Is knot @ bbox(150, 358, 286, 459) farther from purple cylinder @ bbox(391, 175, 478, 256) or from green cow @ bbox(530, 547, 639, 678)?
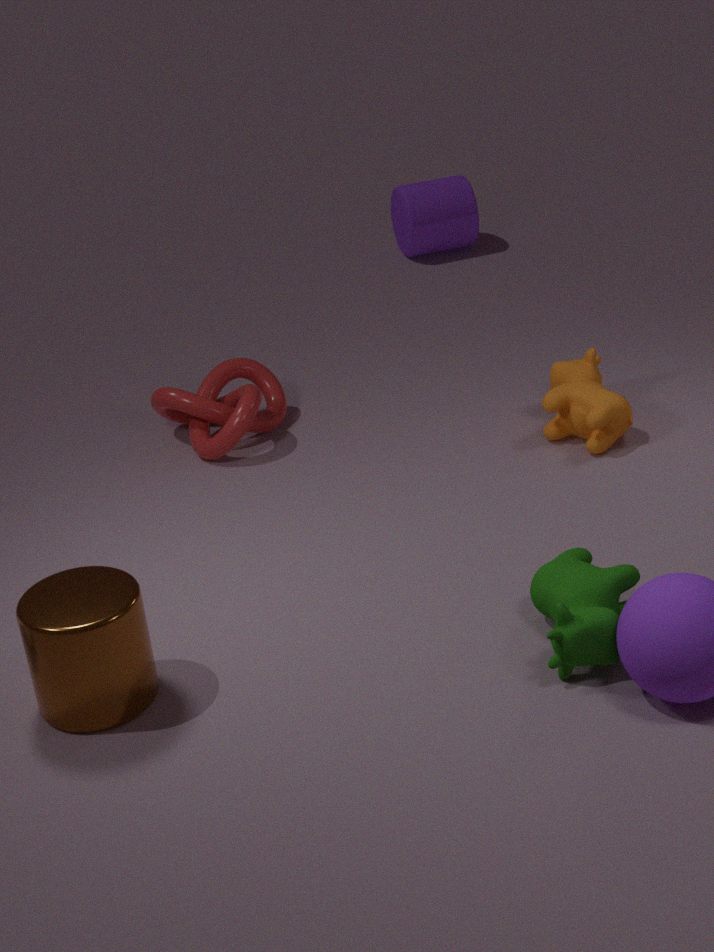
purple cylinder @ bbox(391, 175, 478, 256)
